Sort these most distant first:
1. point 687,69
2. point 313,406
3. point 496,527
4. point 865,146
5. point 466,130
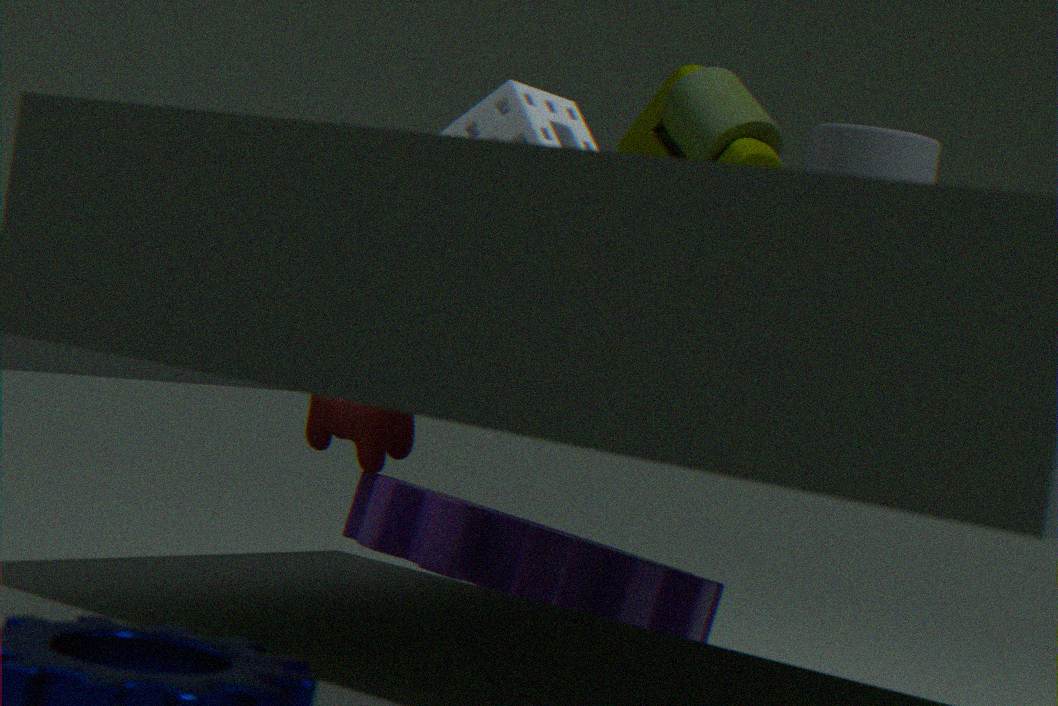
point 687,69 < point 466,130 < point 313,406 < point 865,146 < point 496,527
